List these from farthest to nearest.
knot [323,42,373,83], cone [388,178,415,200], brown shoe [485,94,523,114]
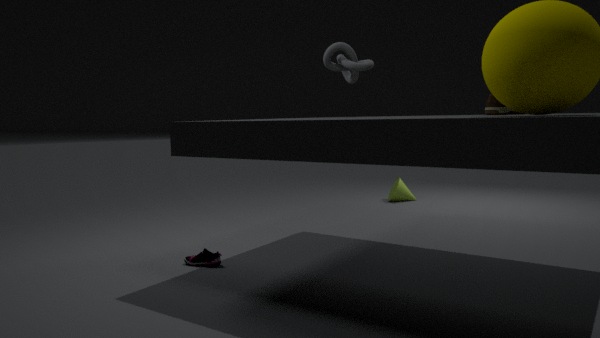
cone [388,178,415,200], knot [323,42,373,83], brown shoe [485,94,523,114]
